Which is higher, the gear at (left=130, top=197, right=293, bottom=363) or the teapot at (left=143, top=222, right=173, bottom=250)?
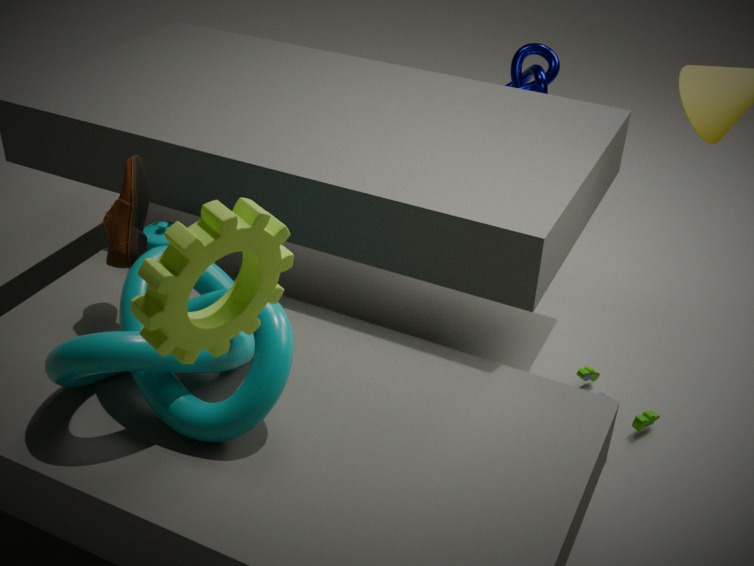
the gear at (left=130, top=197, right=293, bottom=363)
